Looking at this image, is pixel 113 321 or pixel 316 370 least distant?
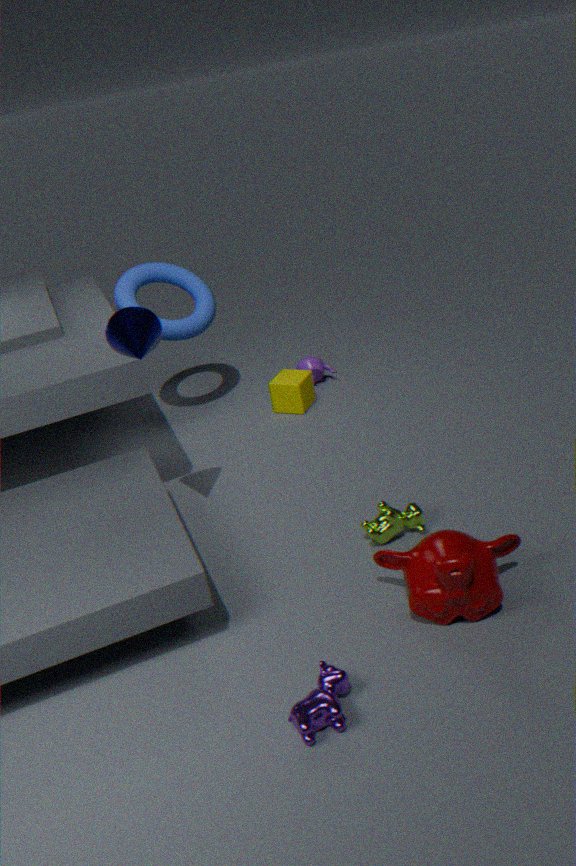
pixel 113 321
